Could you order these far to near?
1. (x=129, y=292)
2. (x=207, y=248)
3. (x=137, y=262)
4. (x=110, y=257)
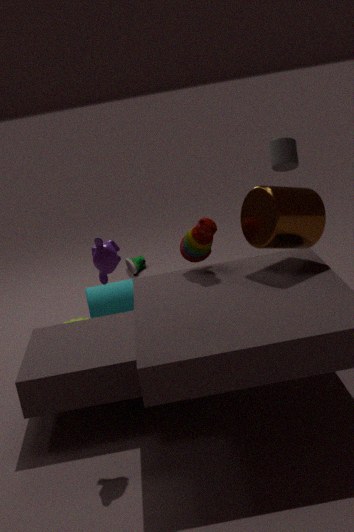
(x=137, y=262) < (x=129, y=292) < (x=207, y=248) < (x=110, y=257)
